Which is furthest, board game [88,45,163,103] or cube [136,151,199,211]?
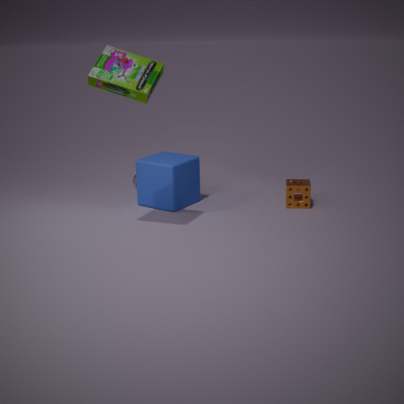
cube [136,151,199,211]
